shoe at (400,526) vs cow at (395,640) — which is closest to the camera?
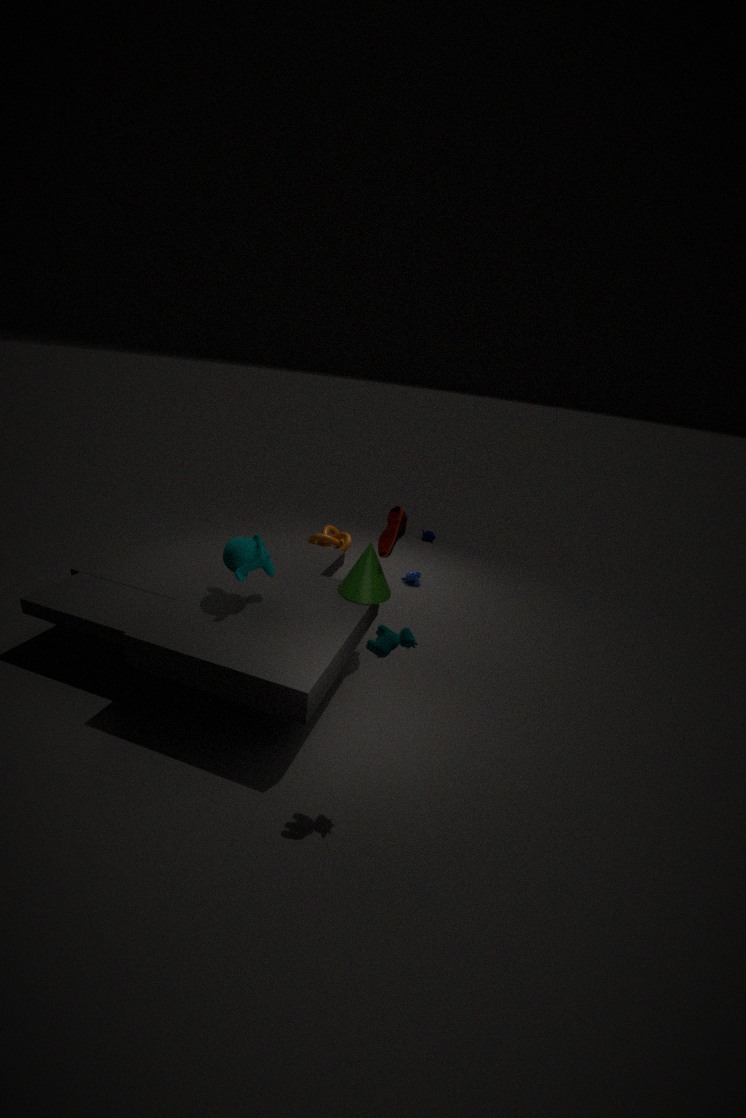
cow at (395,640)
